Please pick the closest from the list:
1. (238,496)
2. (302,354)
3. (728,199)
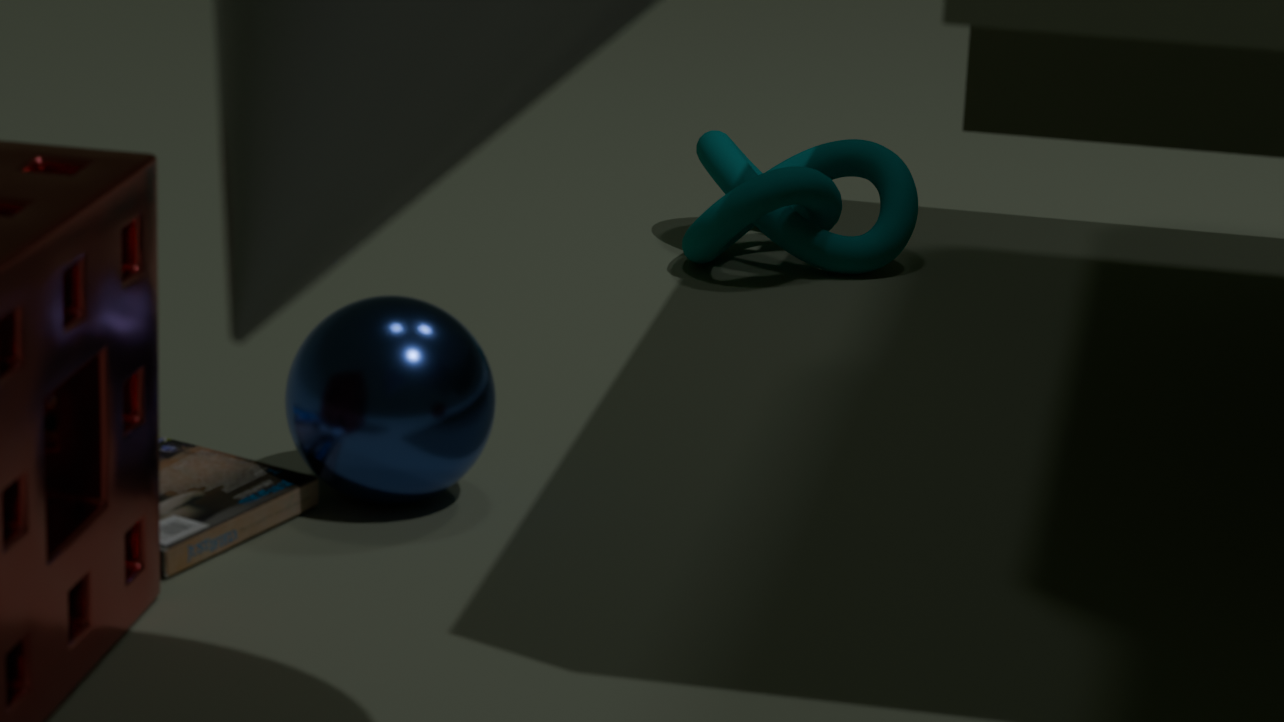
(238,496)
